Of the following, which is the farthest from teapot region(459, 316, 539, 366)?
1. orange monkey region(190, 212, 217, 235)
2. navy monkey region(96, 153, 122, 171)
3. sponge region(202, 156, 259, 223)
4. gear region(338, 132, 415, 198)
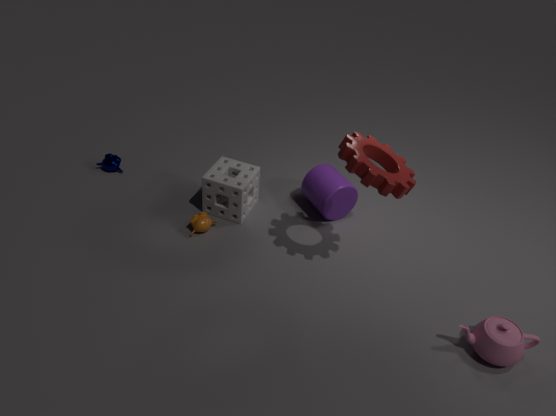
navy monkey region(96, 153, 122, 171)
